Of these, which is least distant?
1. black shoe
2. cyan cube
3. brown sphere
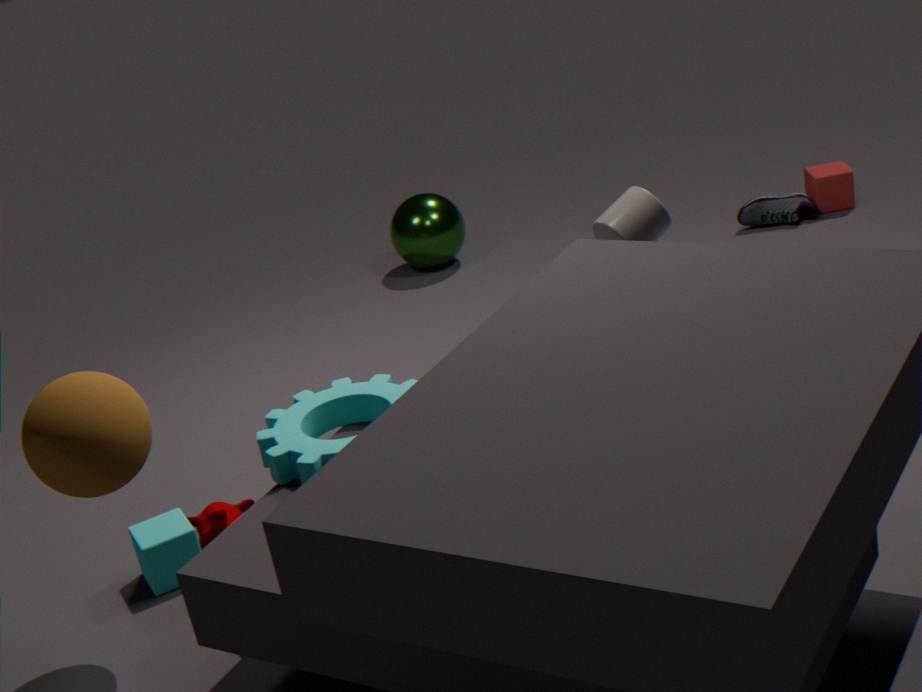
brown sphere
